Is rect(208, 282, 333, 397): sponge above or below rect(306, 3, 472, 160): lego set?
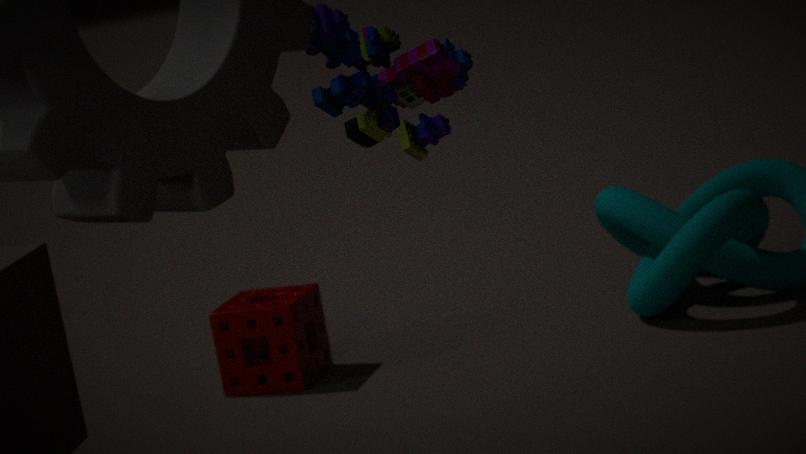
below
